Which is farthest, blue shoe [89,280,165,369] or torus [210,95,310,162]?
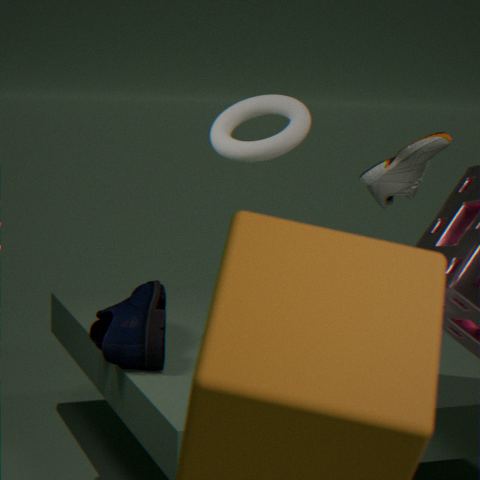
blue shoe [89,280,165,369]
